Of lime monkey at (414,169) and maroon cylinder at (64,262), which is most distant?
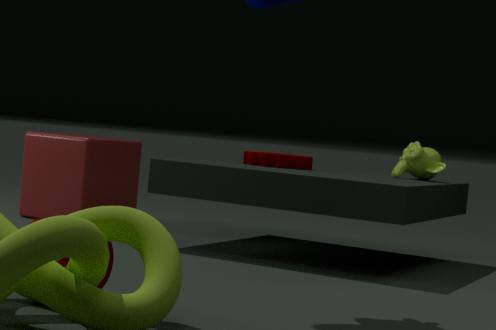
lime monkey at (414,169)
